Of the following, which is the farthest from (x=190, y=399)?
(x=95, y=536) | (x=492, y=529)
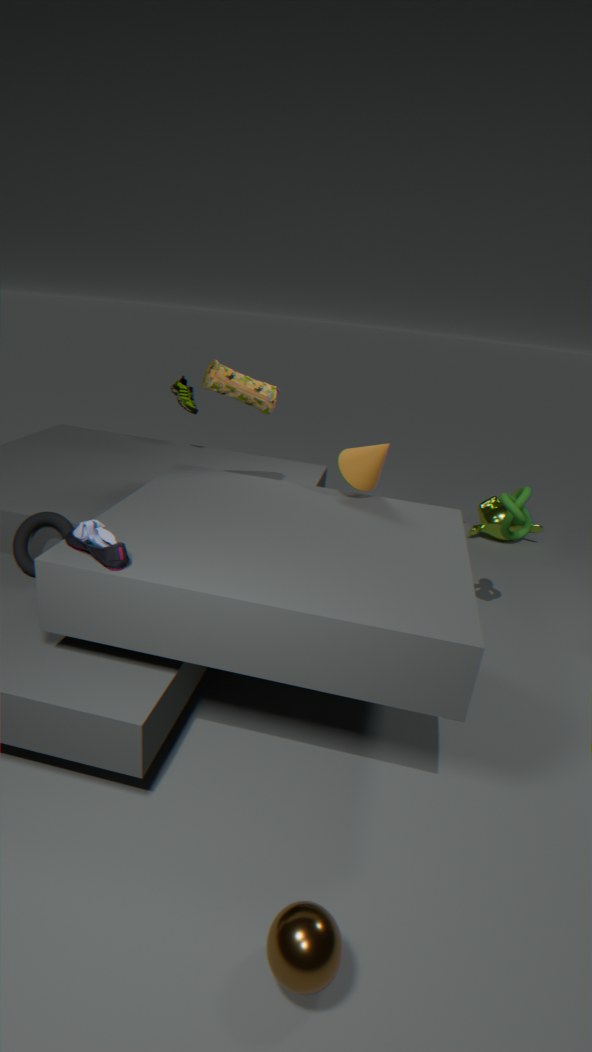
(x=492, y=529)
